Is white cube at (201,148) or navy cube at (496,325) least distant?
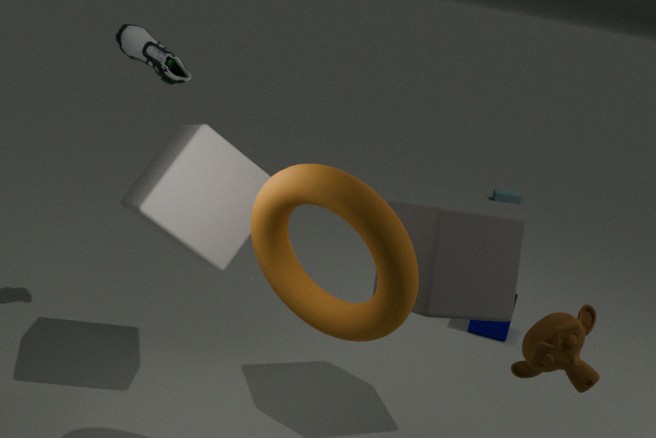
white cube at (201,148)
